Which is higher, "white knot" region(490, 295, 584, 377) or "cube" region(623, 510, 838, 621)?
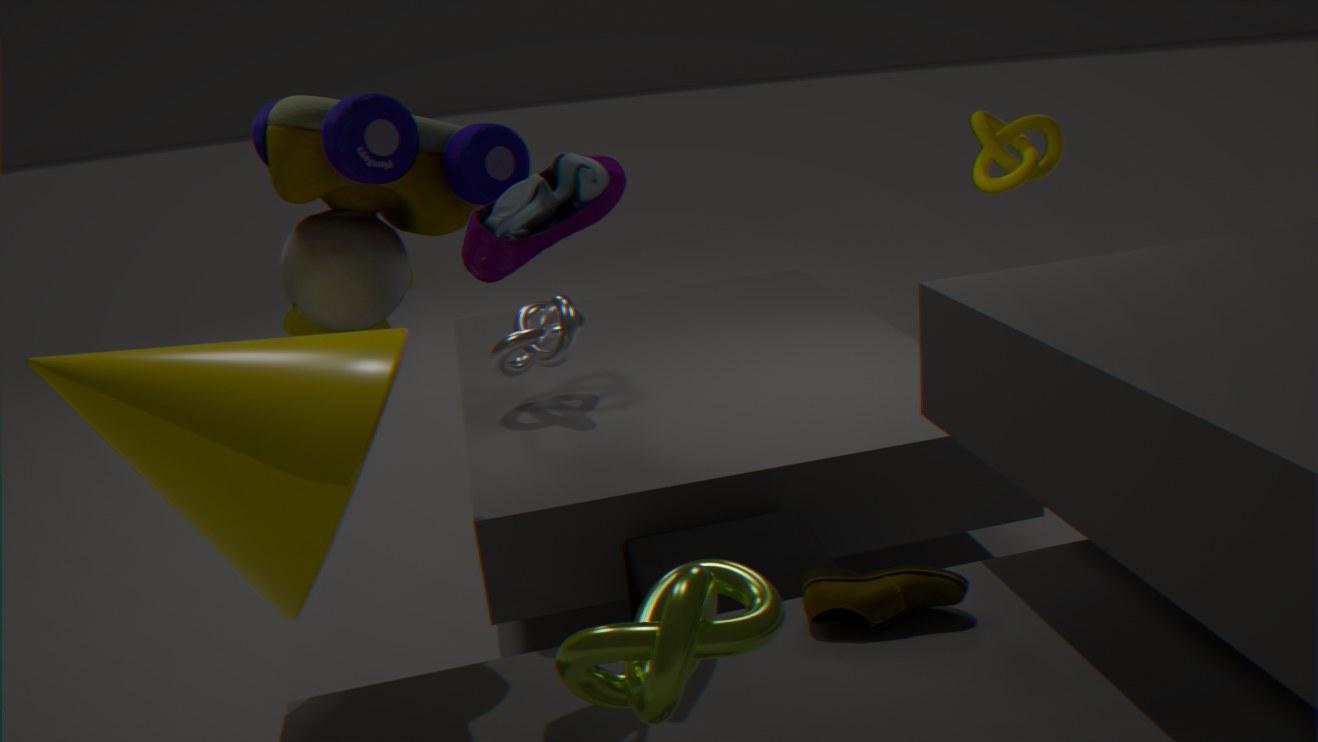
"white knot" region(490, 295, 584, 377)
